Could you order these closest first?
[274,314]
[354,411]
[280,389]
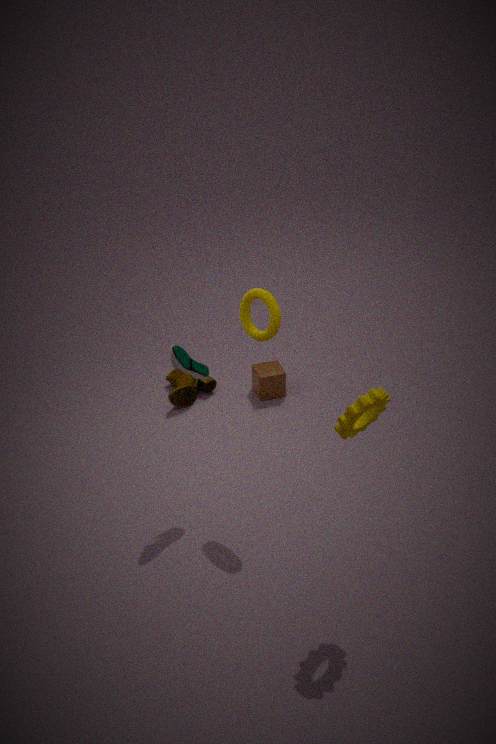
[354,411]
[274,314]
[280,389]
